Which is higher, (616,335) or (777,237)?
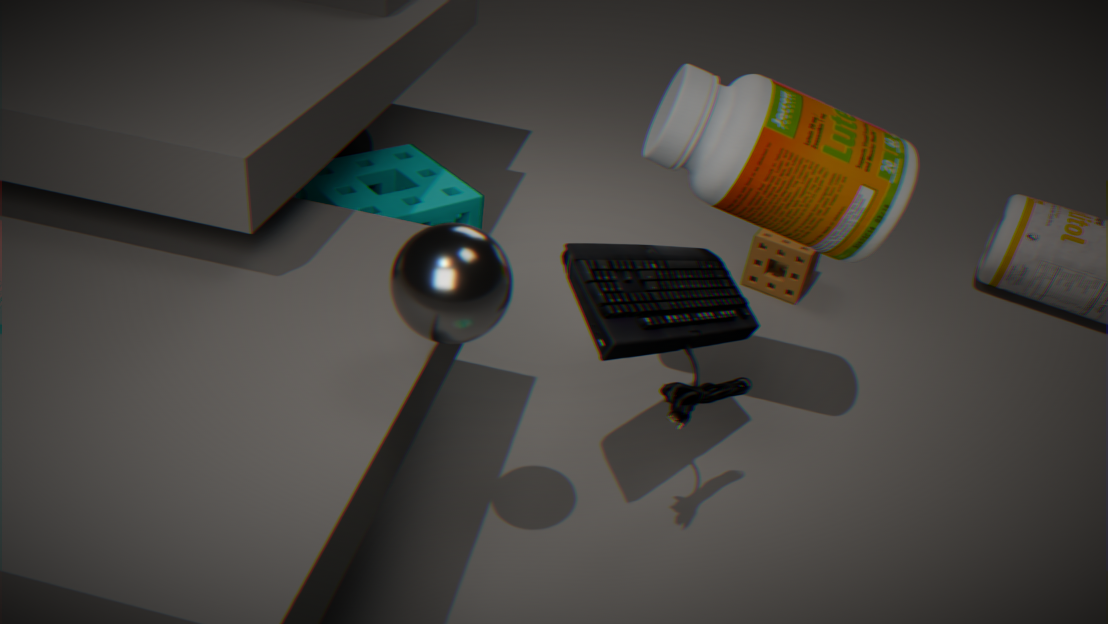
(616,335)
